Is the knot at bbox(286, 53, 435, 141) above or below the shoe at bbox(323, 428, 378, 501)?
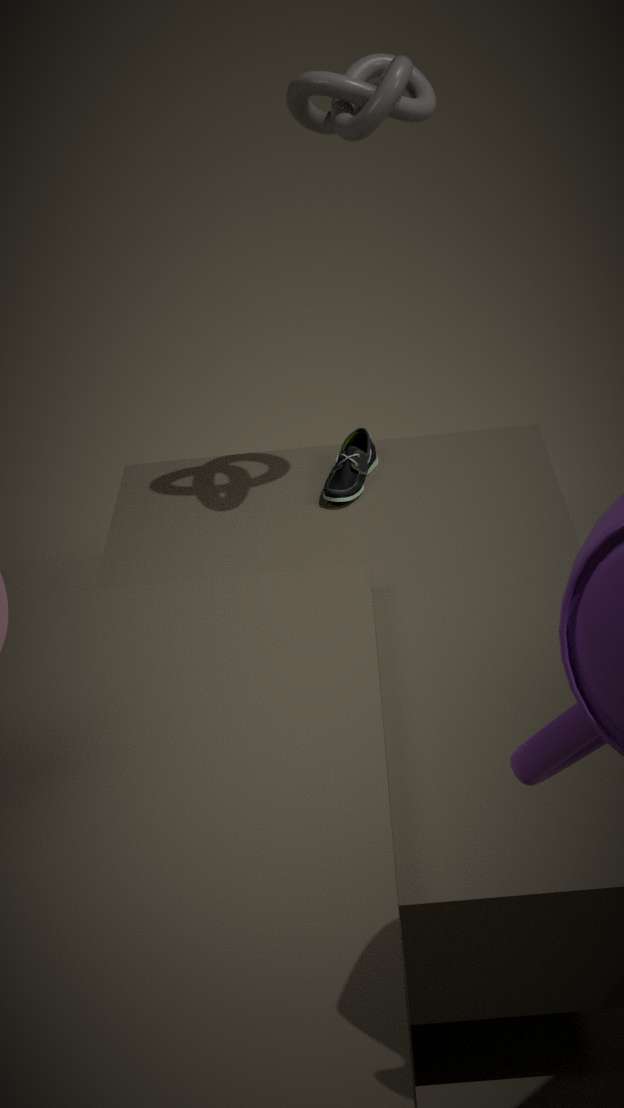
above
